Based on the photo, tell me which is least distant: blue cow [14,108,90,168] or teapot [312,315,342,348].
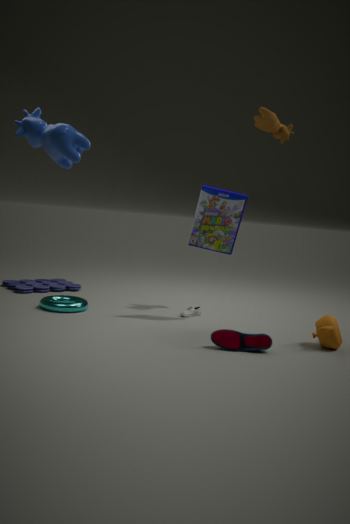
blue cow [14,108,90,168]
